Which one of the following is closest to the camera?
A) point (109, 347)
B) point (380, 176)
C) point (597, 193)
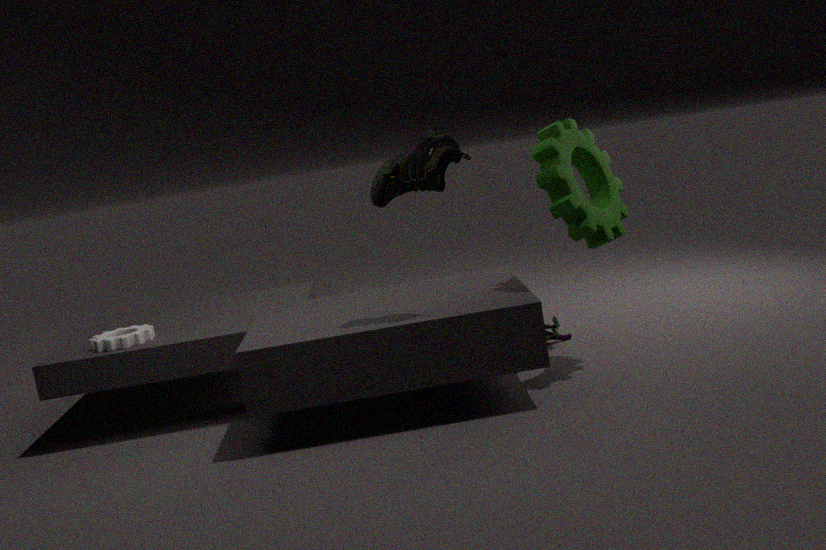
point (380, 176)
